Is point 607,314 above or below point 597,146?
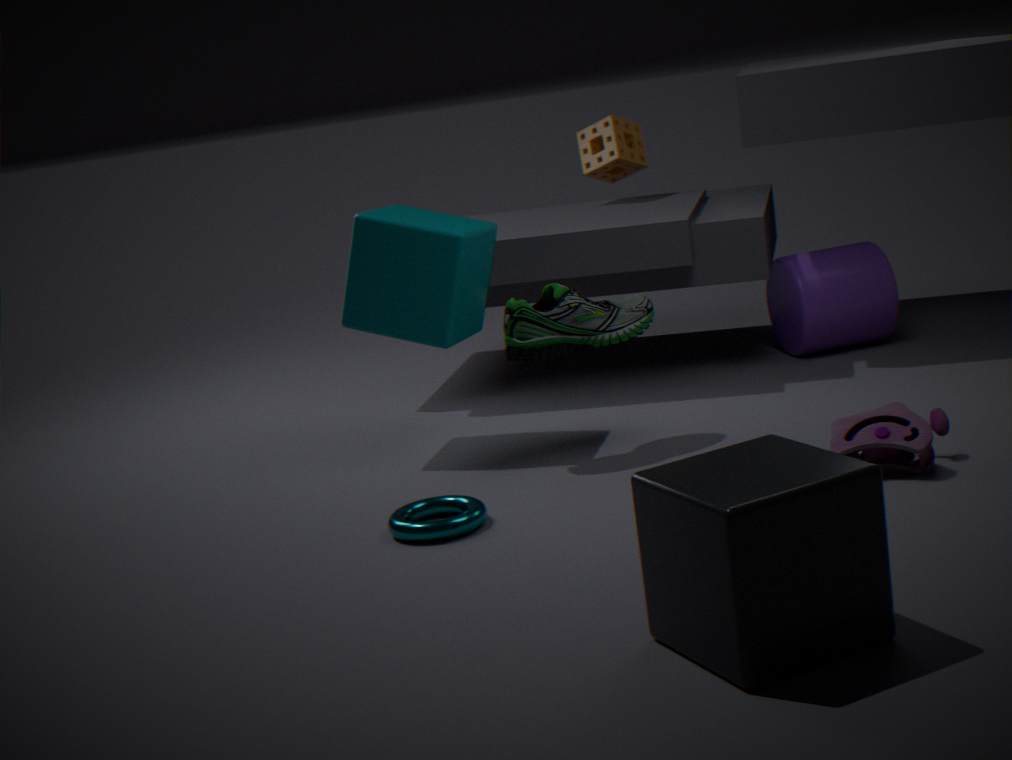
below
